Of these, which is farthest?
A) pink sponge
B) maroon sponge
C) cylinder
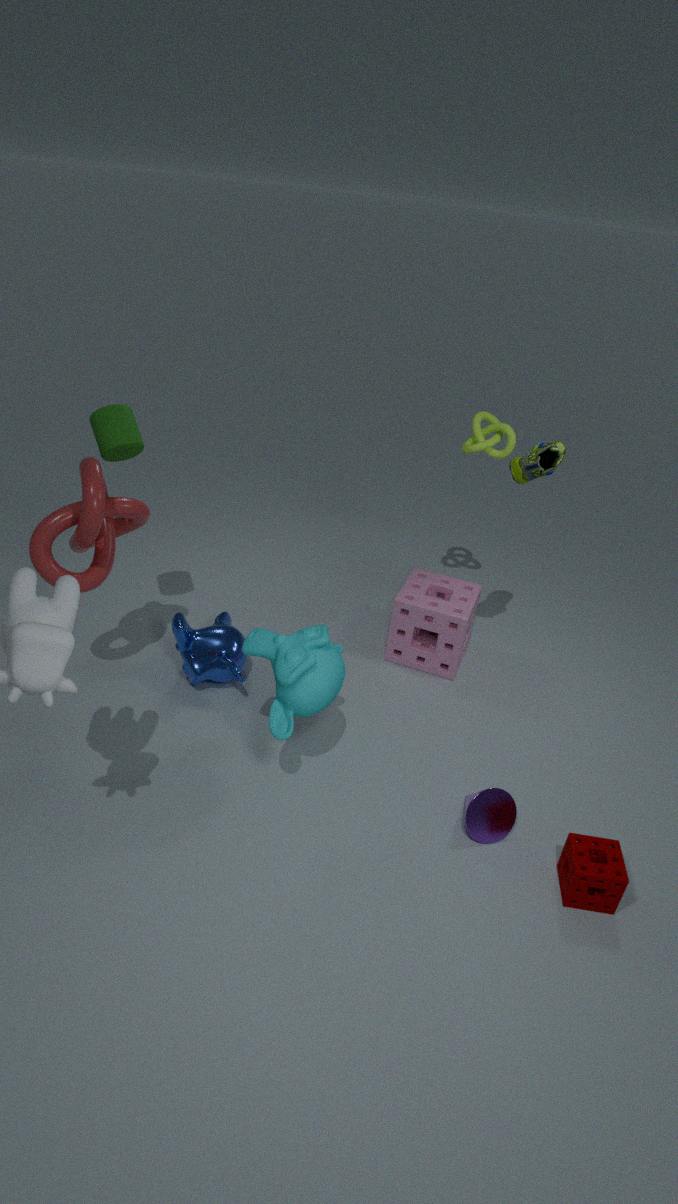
pink sponge
